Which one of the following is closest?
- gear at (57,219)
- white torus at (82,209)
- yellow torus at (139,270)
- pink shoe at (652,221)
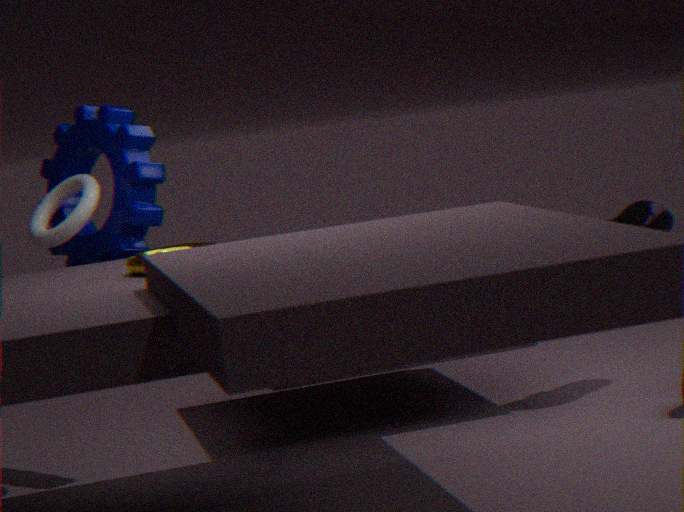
A: yellow torus at (139,270)
